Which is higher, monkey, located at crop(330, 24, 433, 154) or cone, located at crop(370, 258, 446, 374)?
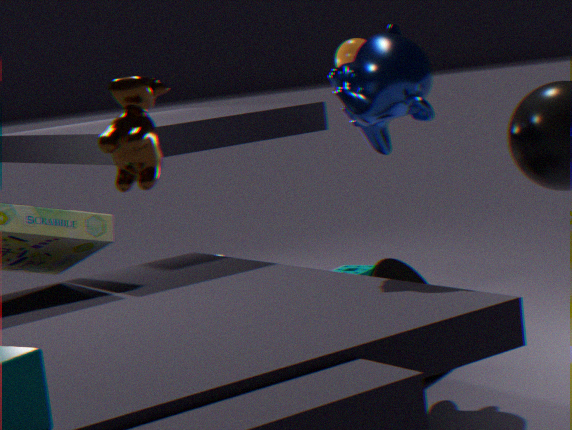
monkey, located at crop(330, 24, 433, 154)
